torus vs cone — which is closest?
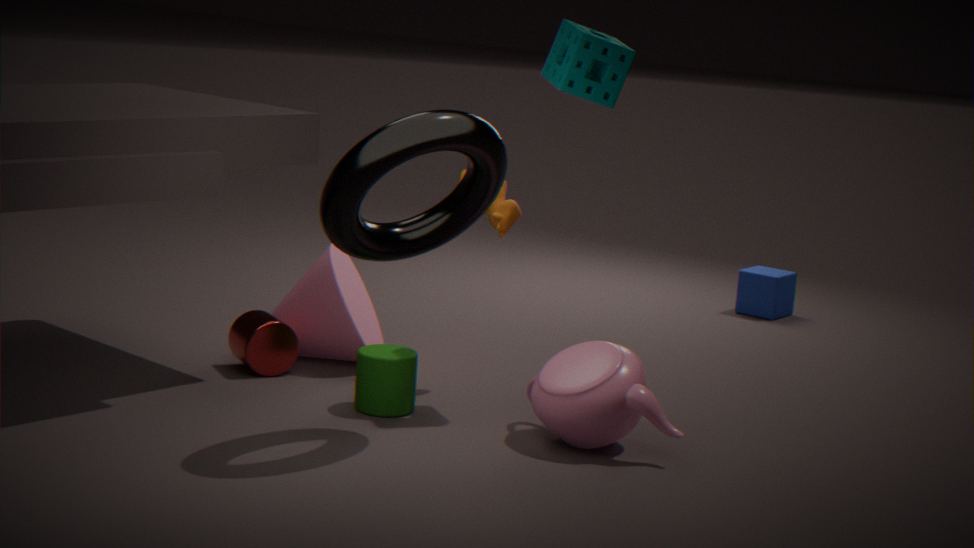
Answer: torus
